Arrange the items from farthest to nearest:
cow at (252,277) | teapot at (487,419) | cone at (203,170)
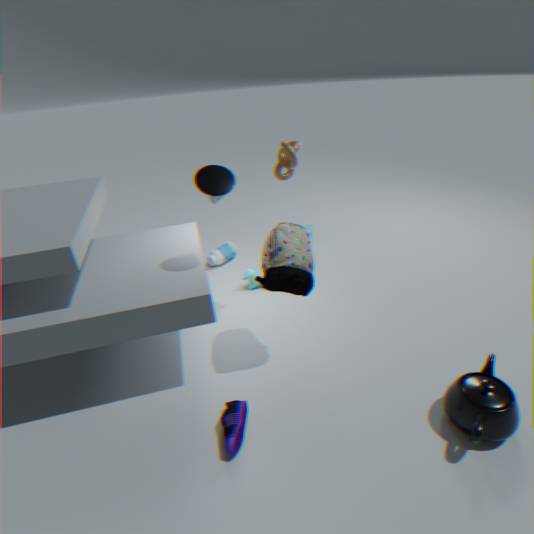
cow at (252,277), cone at (203,170), teapot at (487,419)
